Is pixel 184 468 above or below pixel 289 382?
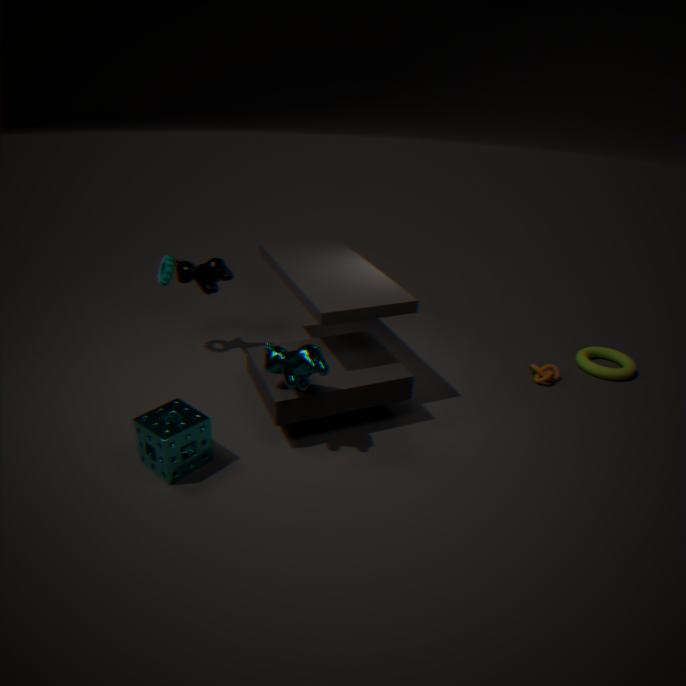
below
